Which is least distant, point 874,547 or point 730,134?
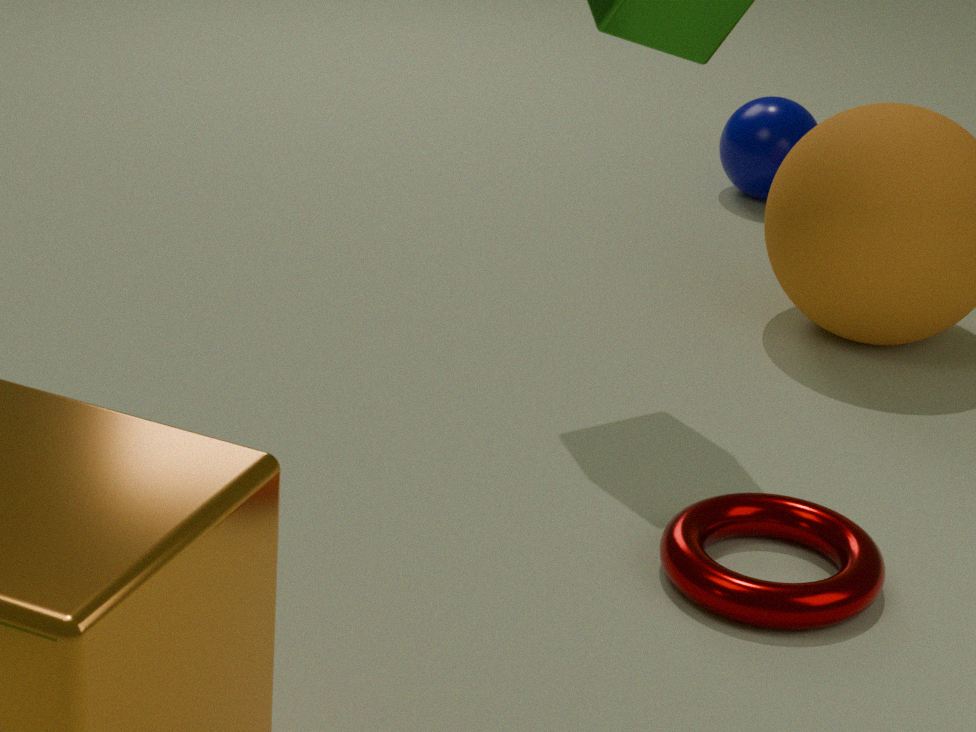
point 874,547
